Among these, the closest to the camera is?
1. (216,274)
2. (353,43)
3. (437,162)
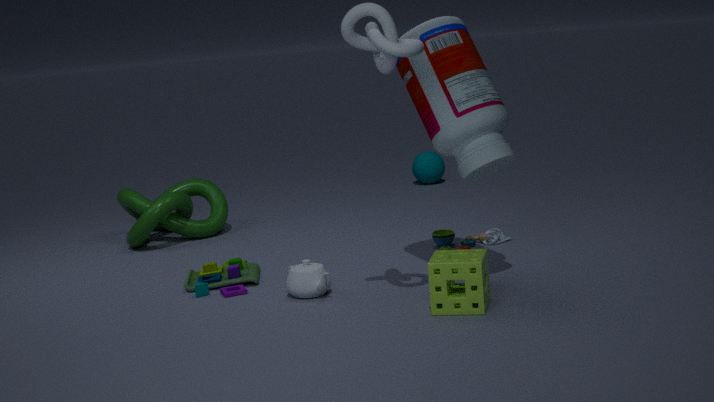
(353,43)
